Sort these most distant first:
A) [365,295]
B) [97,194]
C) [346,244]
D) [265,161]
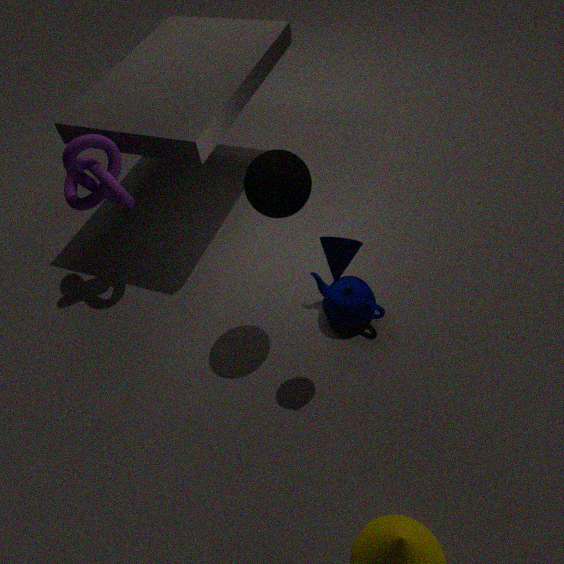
[97,194] → [365,295] → [265,161] → [346,244]
